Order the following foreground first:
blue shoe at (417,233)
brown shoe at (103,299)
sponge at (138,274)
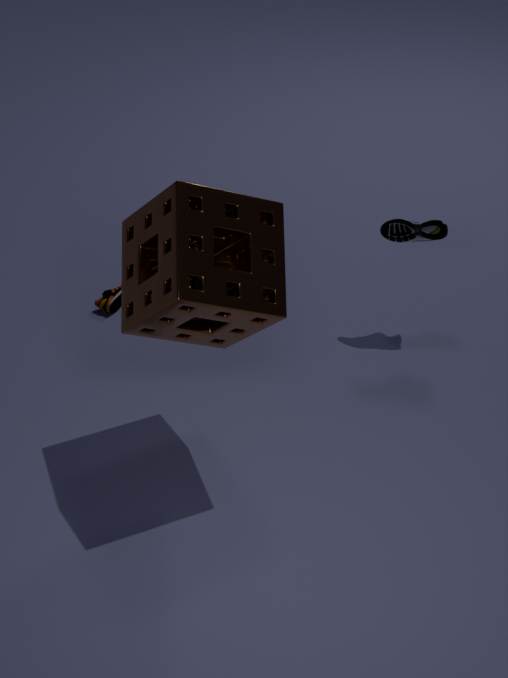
1. sponge at (138,274)
2. blue shoe at (417,233)
3. brown shoe at (103,299)
